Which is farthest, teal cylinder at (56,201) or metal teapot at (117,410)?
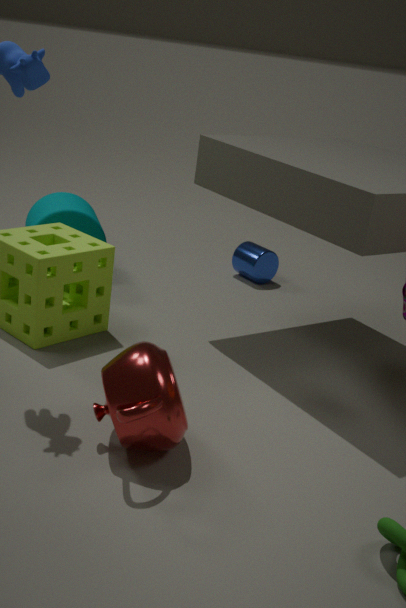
teal cylinder at (56,201)
